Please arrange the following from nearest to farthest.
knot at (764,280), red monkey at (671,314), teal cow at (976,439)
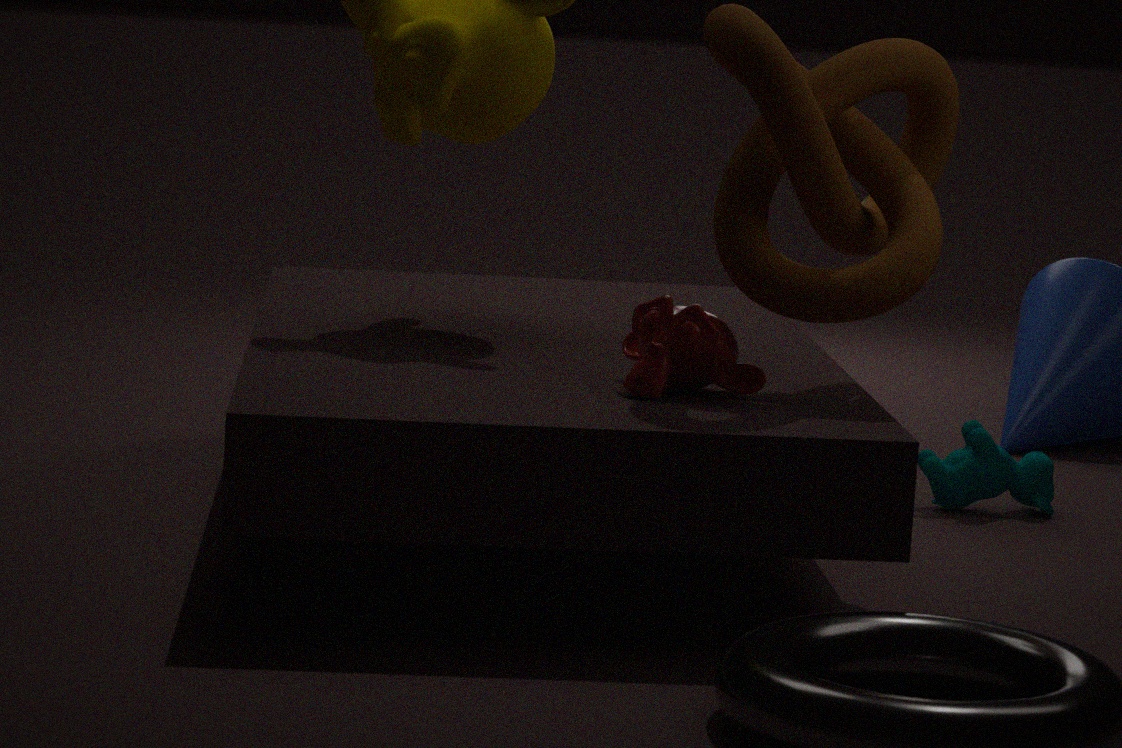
knot at (764,280)
red monkey at (671,314)
teal cow at (976,439)
